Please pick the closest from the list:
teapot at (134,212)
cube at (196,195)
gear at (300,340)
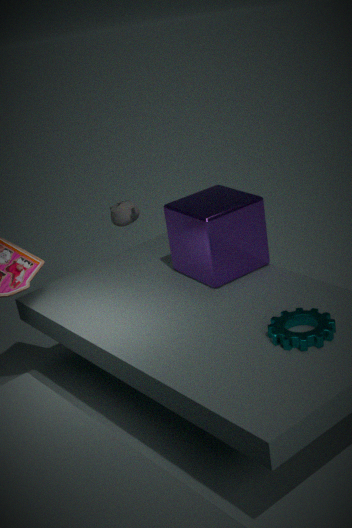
gear at (300,340)
